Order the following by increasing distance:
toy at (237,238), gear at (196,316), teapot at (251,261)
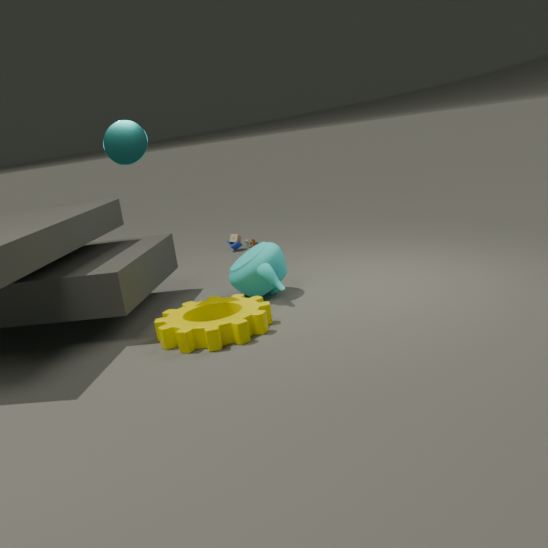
1. gear at (196,316)
2. teapot at (251,261)
3. toy at (237,238)
